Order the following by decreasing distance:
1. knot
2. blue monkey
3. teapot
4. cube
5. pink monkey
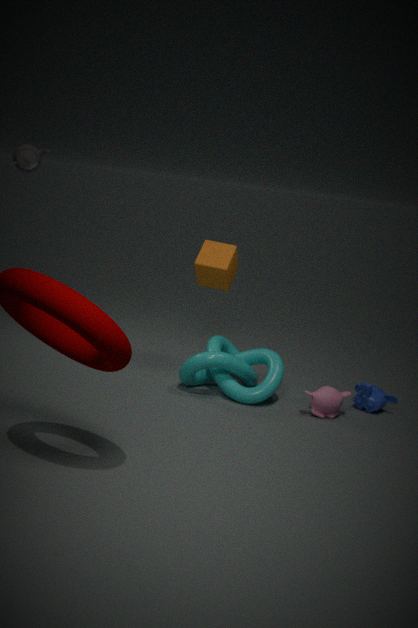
1. teapot
2. cube
3. blue monkey
4. knot
5. pink monkey
